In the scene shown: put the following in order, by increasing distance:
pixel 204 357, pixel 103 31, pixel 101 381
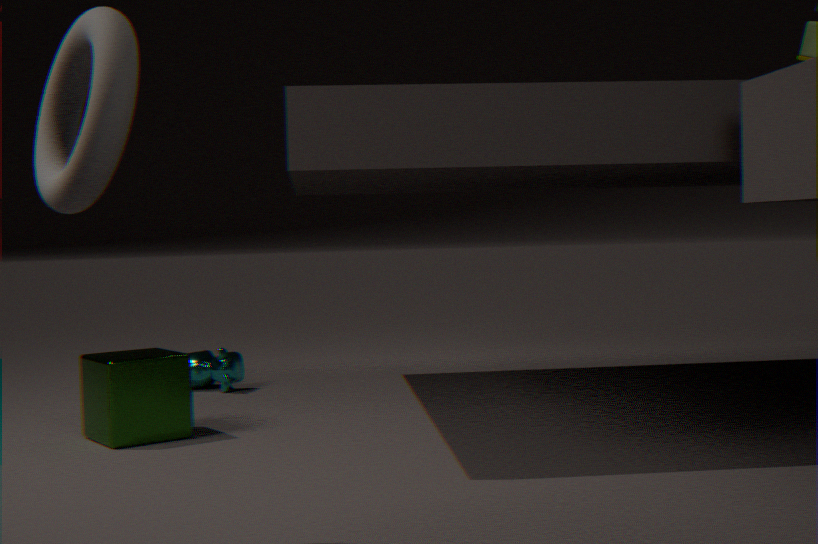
pixel 103 31 < pixel 101 381 < pixel 204 357
